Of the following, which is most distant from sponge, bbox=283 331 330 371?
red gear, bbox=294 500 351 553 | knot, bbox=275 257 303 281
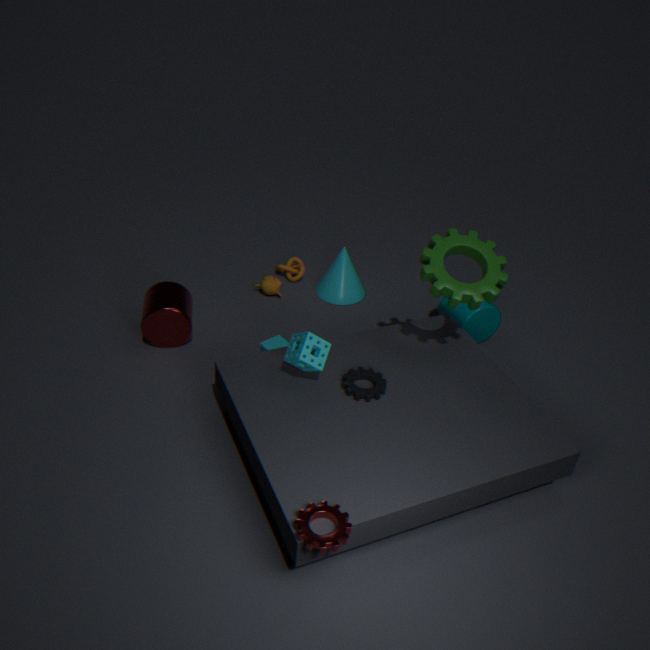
knot, bbox=275 257 303 281
